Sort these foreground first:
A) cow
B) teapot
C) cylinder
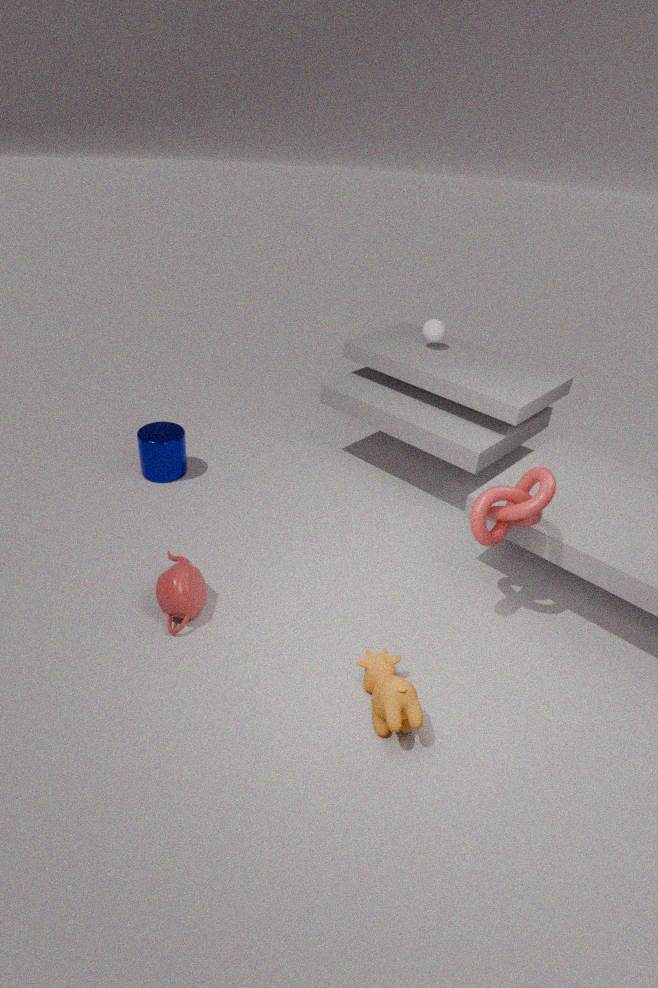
cow < teapot < cylinder
